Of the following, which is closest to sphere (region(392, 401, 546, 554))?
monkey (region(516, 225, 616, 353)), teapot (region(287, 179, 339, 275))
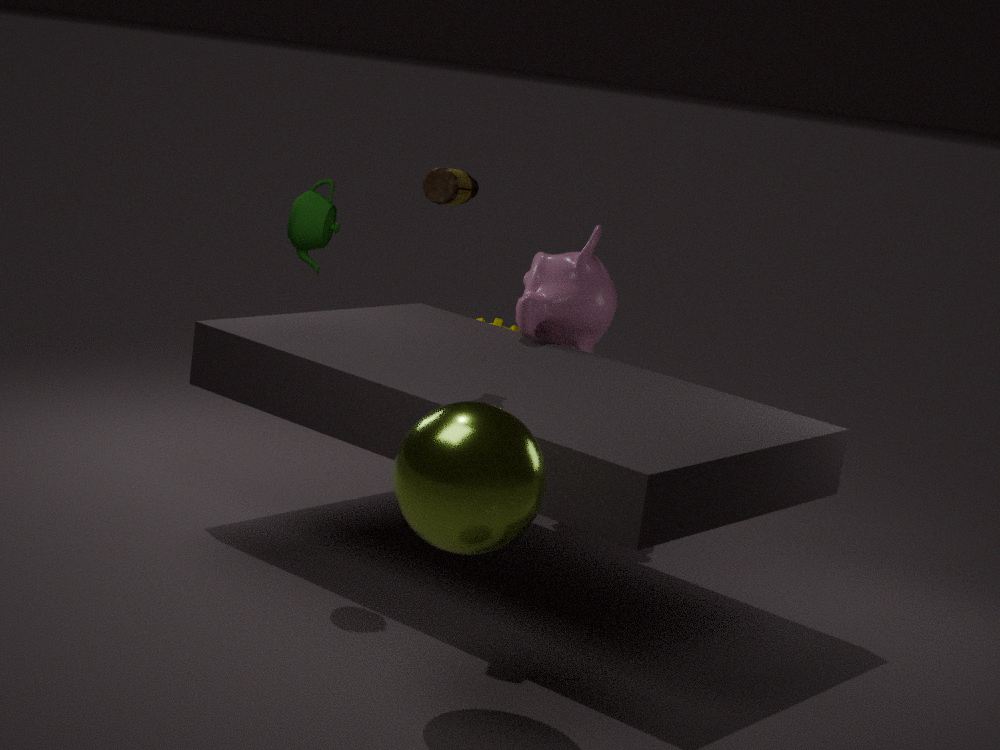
teapot (region(287, 179, 339, 275))
